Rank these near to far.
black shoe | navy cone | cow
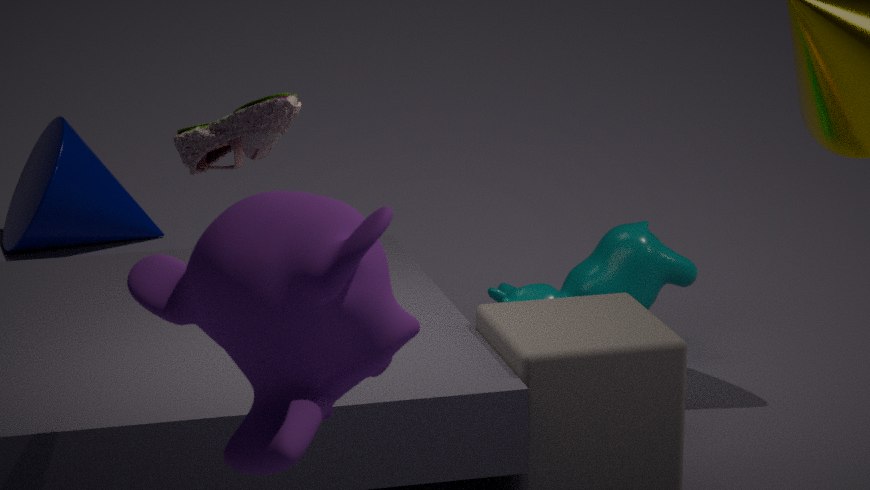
black shoe → cow → navy cone
